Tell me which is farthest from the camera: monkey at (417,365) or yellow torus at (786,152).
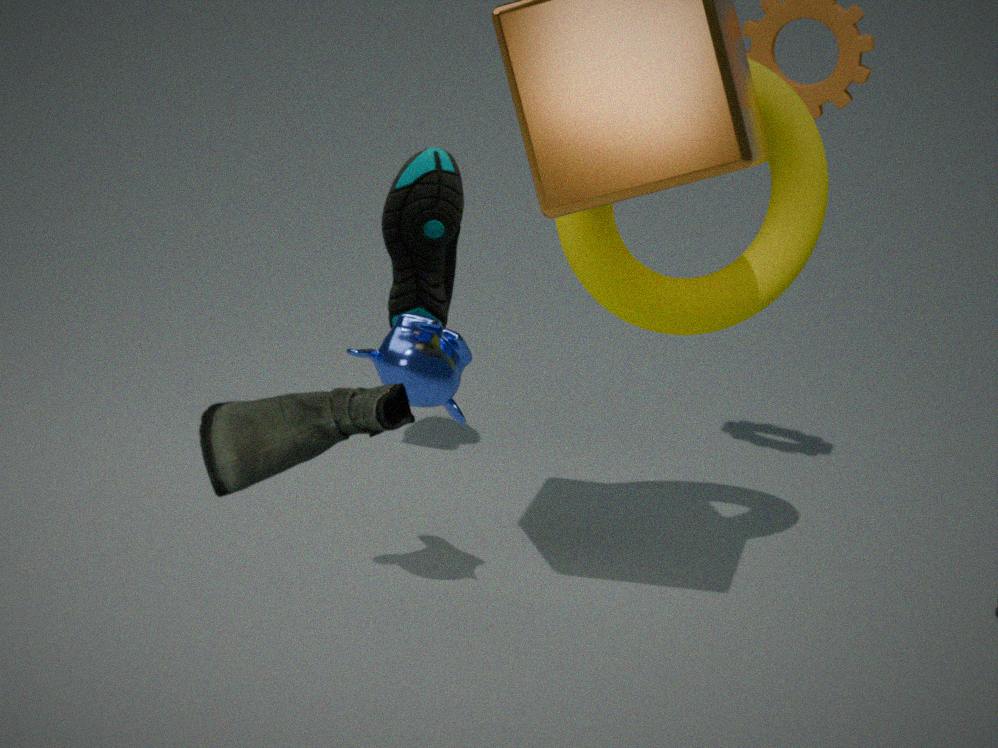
yellow torus at (786,152)
